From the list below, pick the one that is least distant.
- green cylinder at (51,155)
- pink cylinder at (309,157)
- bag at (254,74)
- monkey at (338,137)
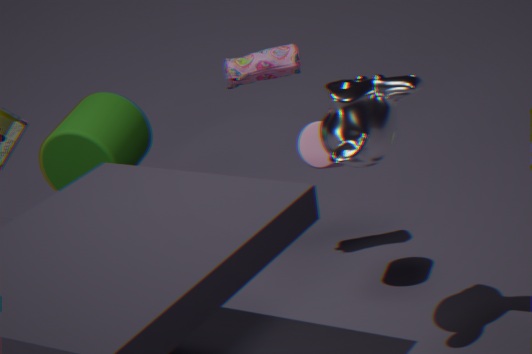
monkey at (338,137)
